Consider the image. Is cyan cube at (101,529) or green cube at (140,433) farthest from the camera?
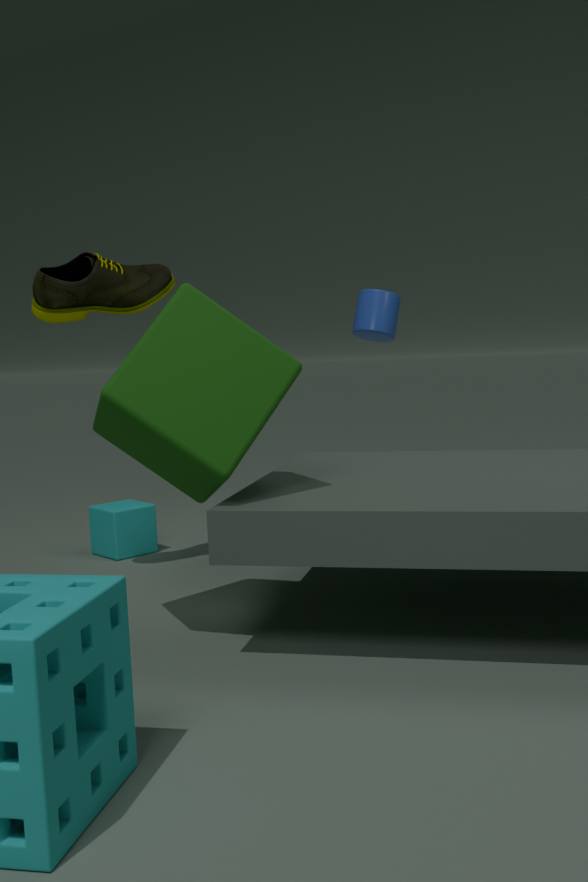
cyan cube at (101,529)
